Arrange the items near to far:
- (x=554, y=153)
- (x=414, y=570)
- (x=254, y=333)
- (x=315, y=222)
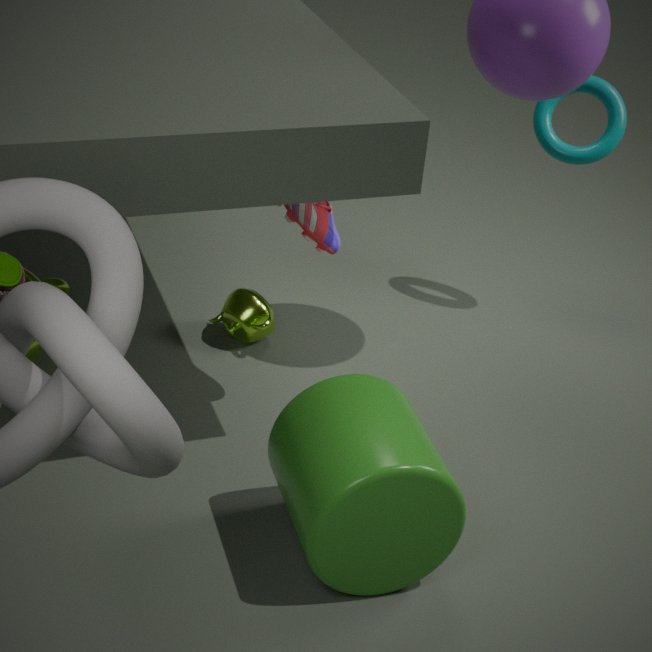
1. (x=414, y=570)
2. (x=315, y=222)
3. (x=254, y=333)
4. (x=554, y=153)
